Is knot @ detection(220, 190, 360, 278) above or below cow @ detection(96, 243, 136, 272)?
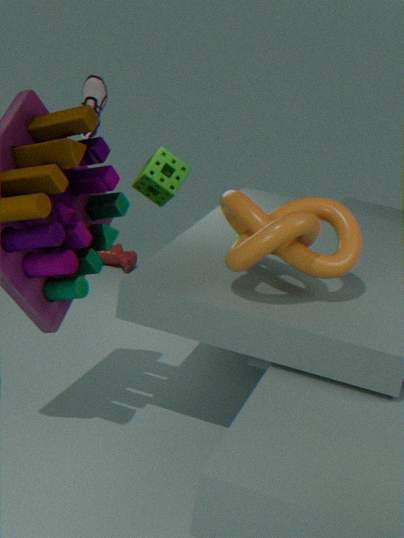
above
